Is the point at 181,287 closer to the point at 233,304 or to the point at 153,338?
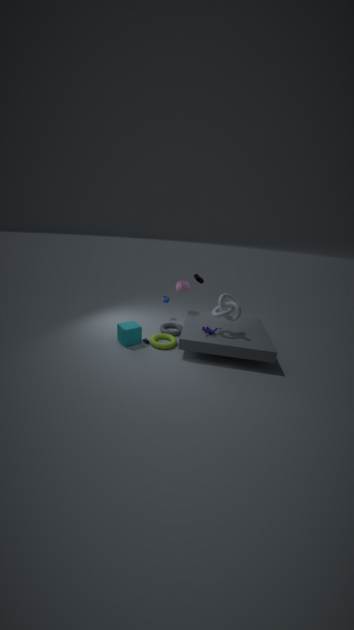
the point at 233,304
